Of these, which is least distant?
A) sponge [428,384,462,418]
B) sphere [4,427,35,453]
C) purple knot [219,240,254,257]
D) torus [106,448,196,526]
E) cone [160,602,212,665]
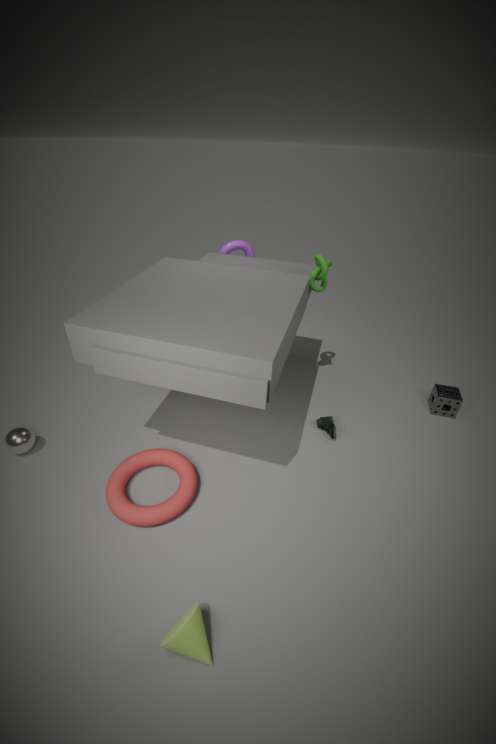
cone [160,602,212,665]
